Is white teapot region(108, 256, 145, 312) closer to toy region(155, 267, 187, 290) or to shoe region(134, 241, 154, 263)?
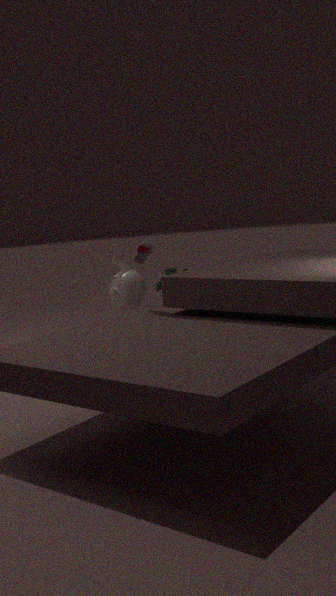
toy region(155, 267, 187, 290)
